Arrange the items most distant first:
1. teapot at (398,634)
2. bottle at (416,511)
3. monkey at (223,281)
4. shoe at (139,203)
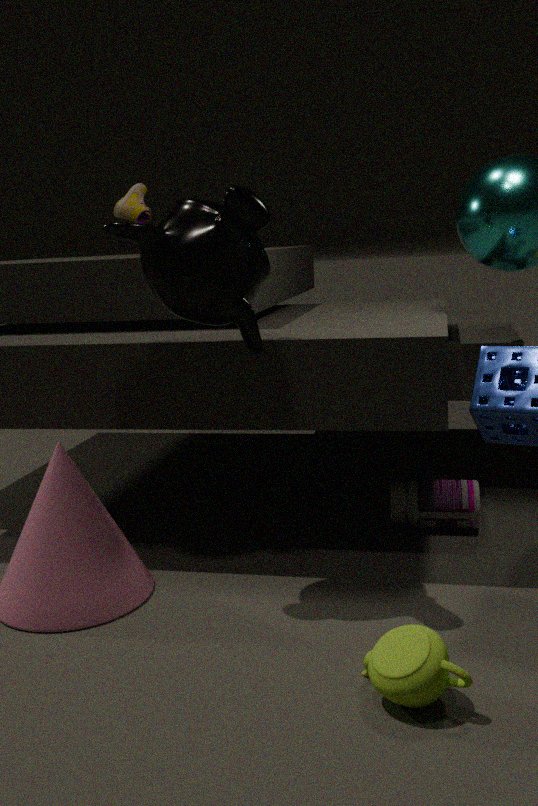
shoe at (139,203), bottle at (416,511), monkey at (223,281), teapot at (398,634)
